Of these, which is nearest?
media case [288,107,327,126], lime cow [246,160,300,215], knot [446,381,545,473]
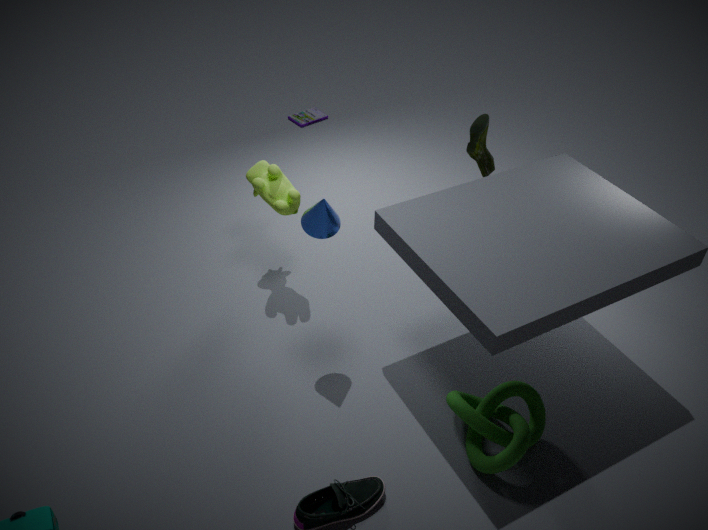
knot [446,381,545,473]
